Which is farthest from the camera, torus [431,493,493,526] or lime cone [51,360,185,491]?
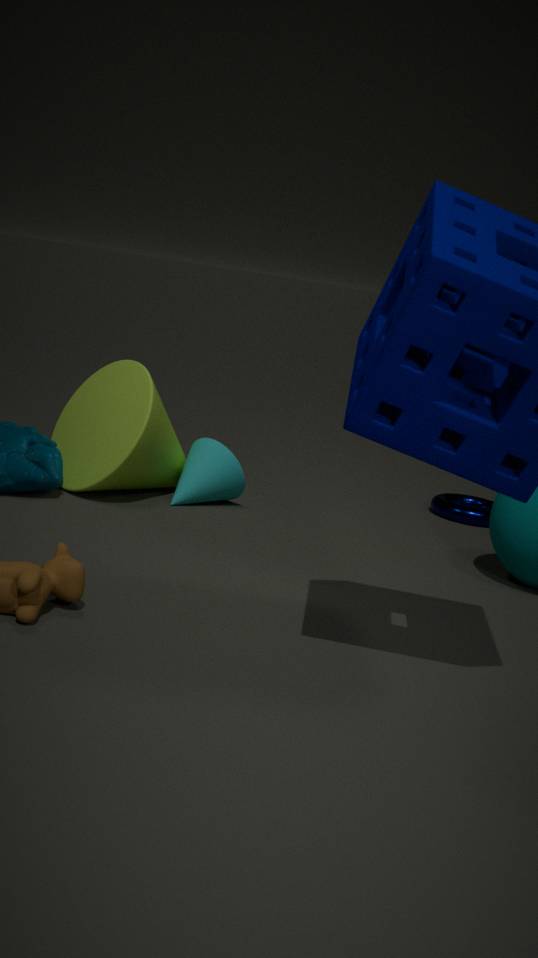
torus [431,493,493,526]
